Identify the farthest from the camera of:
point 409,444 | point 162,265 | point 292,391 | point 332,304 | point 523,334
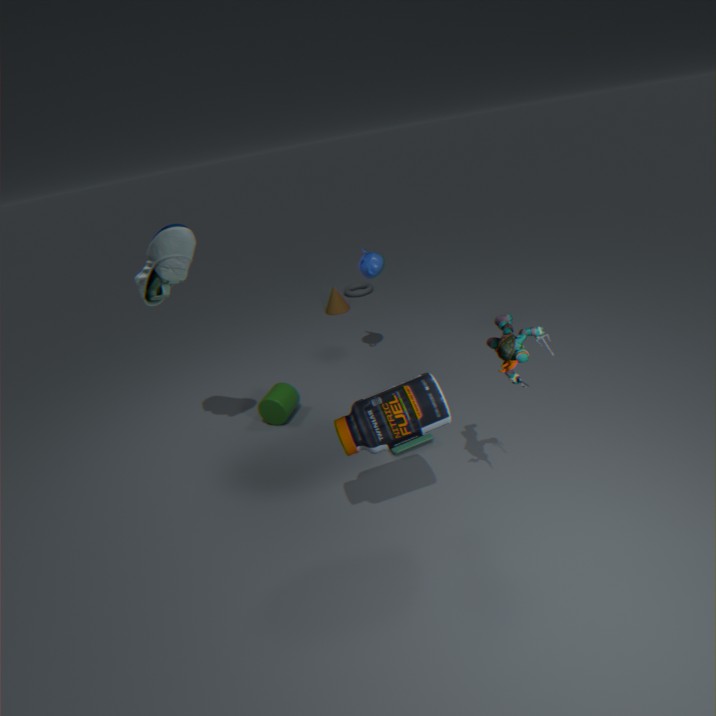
point 332,304
